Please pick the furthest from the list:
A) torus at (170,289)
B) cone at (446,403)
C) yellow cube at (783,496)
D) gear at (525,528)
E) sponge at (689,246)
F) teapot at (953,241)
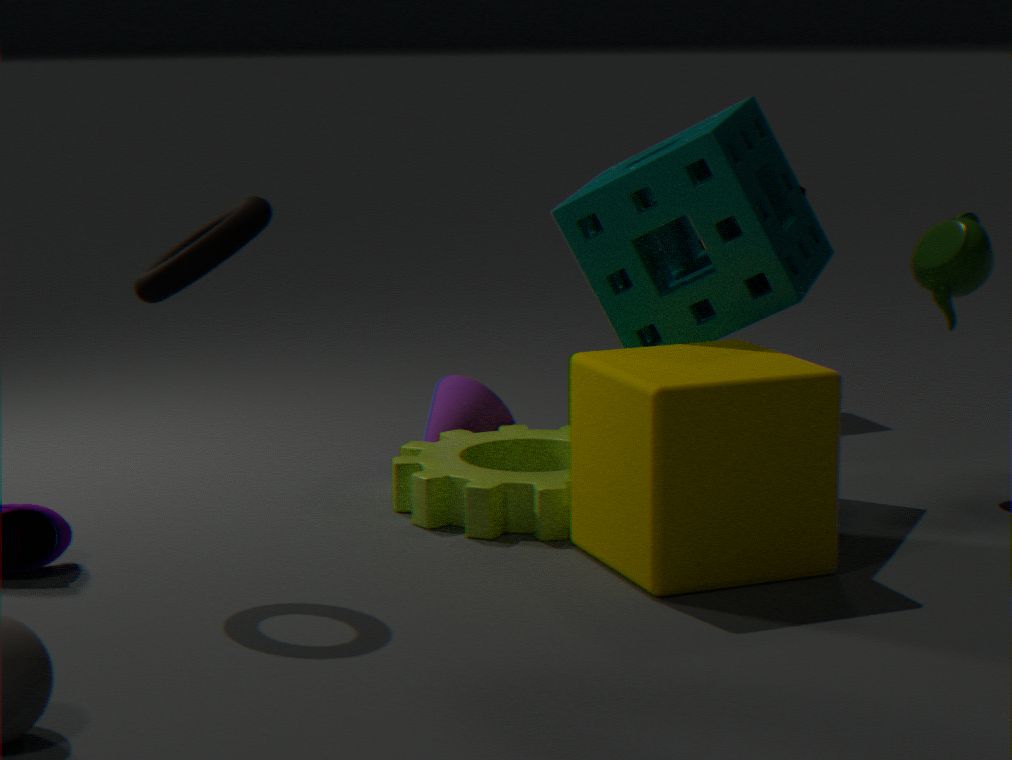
cone at (446,403)
